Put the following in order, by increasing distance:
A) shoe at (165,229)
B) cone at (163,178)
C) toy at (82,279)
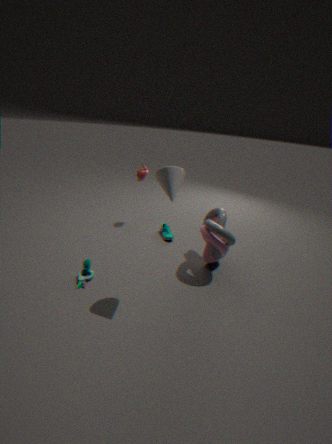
cone at (163,178) < toy at (82,279) < shoe at (165,229)
